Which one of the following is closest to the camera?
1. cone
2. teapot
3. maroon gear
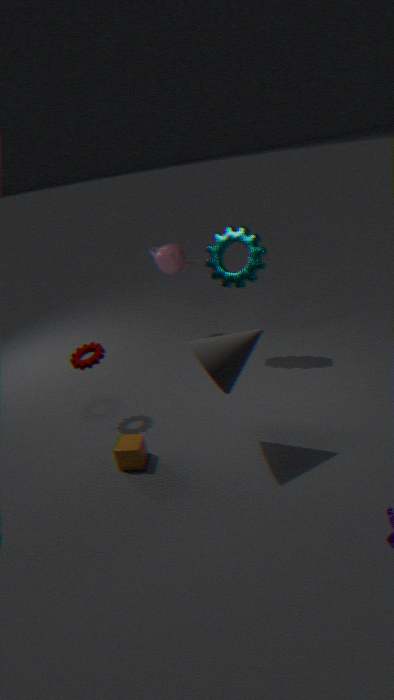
cone
